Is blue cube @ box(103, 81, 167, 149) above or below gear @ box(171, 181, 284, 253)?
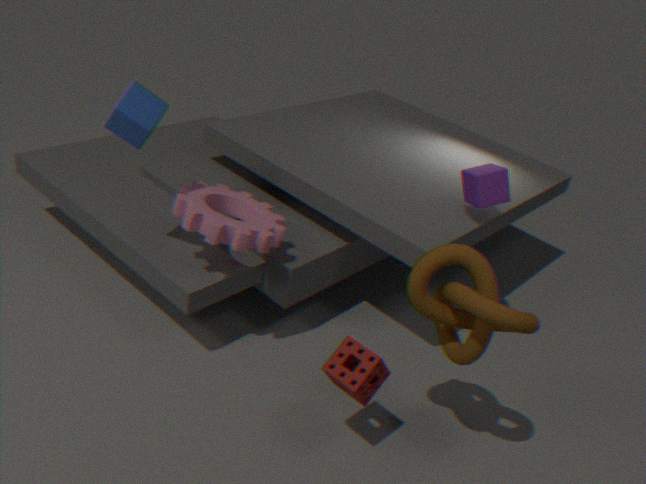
above
